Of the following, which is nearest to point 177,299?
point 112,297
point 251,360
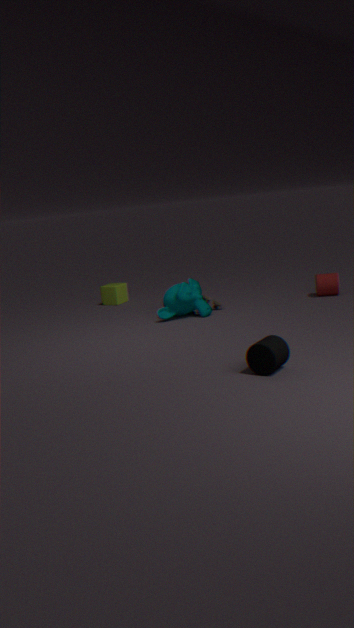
point 112,297
